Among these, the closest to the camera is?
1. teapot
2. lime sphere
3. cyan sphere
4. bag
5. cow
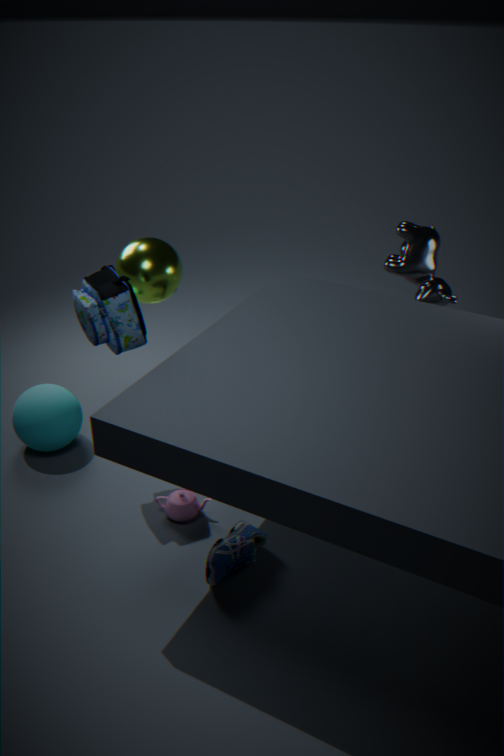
bag
